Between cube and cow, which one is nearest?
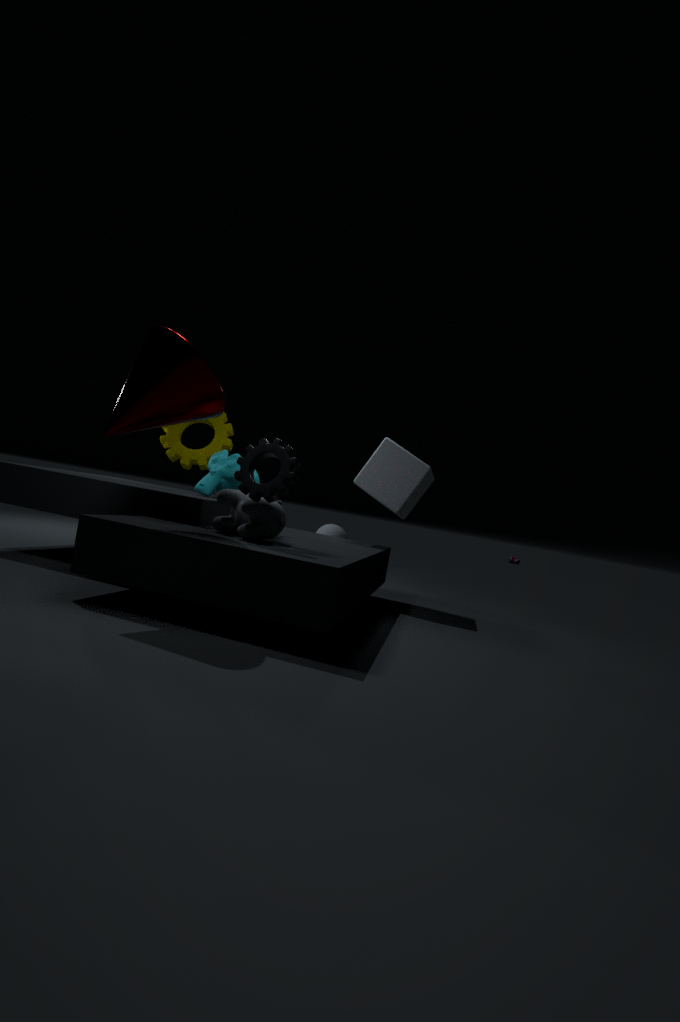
cow
